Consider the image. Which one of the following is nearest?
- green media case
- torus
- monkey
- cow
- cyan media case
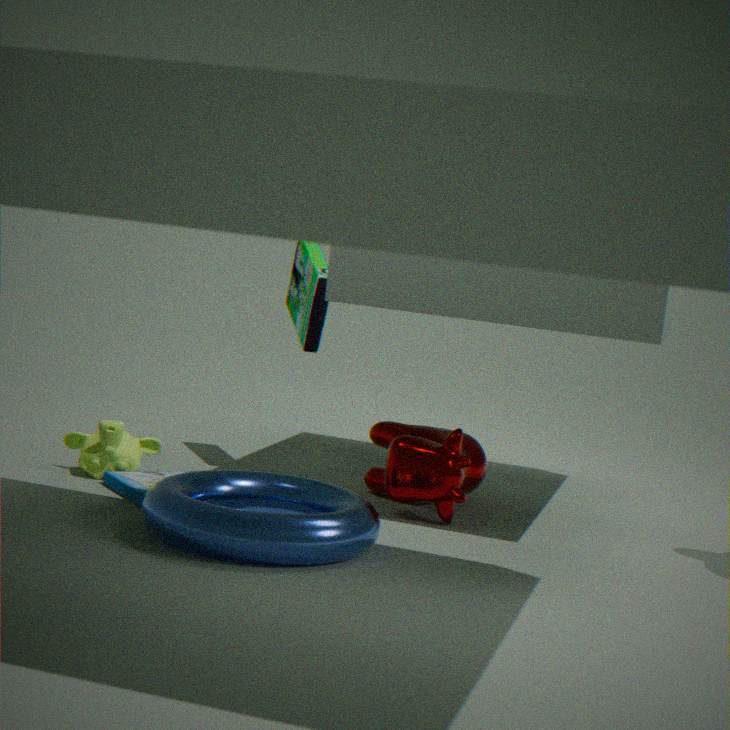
torus
